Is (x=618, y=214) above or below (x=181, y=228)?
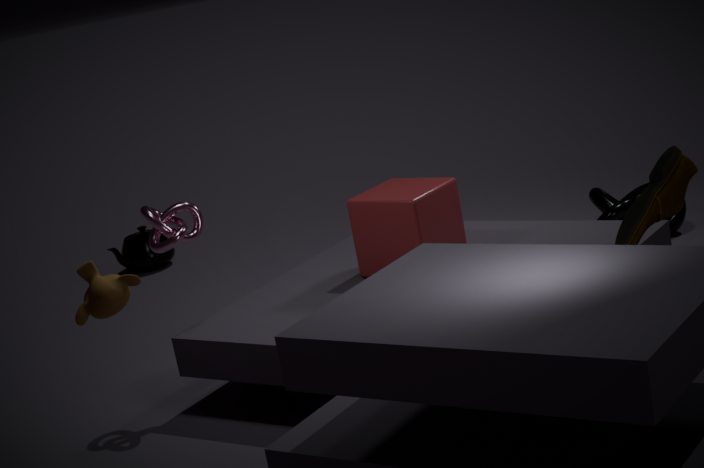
below
